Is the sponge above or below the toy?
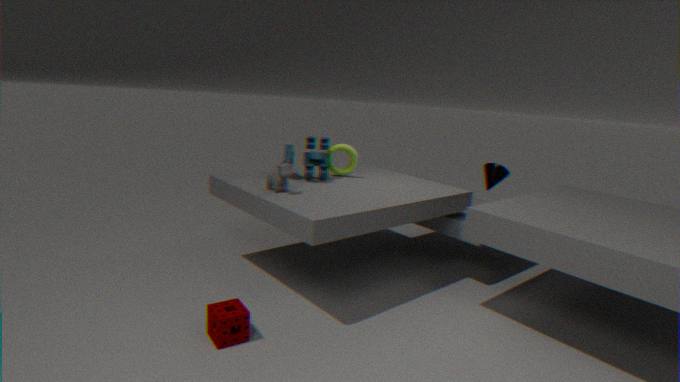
below
